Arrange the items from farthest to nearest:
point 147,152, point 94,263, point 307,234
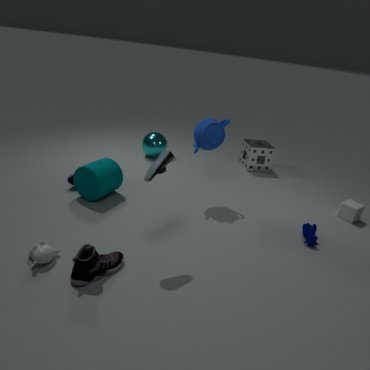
point 147,152
point 307,234
point 94,263
